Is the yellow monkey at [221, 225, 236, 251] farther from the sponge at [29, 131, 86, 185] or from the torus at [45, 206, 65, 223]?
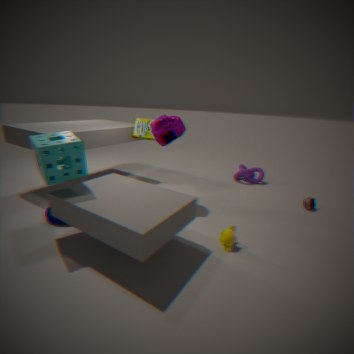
the torus at [45, 206, 65, 223]
